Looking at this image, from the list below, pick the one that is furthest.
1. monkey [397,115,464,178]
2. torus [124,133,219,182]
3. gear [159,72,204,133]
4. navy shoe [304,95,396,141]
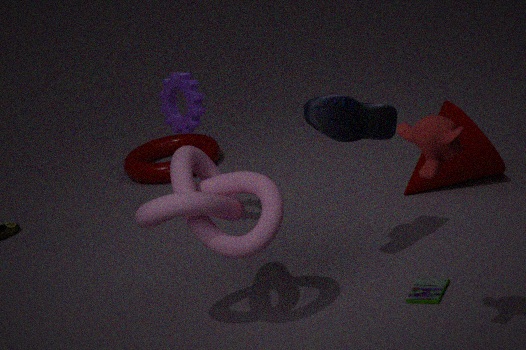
torus [124,133,219,182]
